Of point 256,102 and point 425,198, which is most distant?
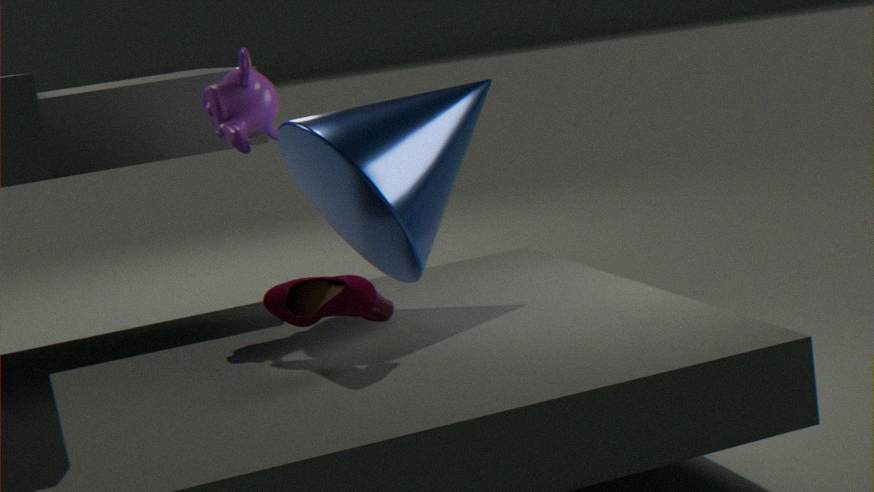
point 256,102
